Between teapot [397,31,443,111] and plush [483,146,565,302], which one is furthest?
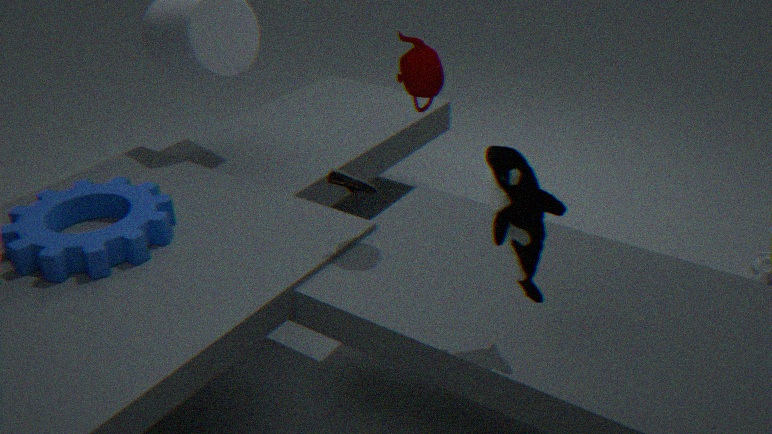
teapot [397,31,443,111]
